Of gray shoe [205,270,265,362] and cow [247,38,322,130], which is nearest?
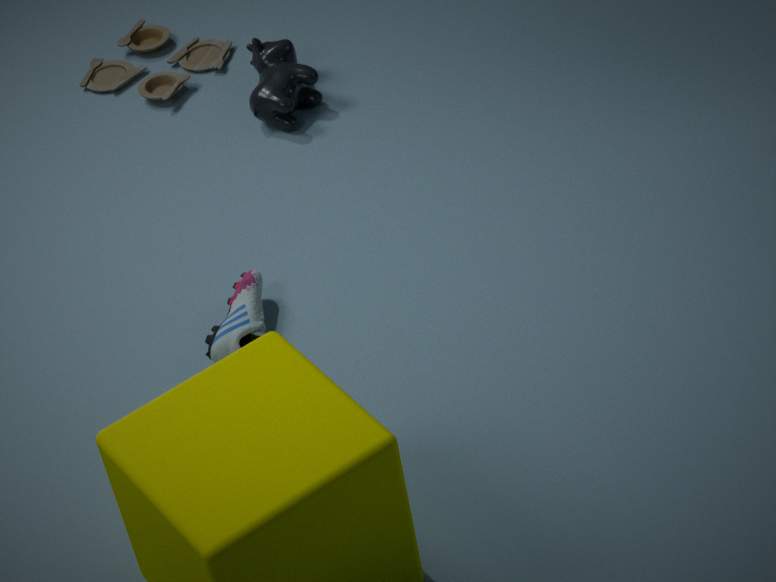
gray shoe [205,270,265,362]
